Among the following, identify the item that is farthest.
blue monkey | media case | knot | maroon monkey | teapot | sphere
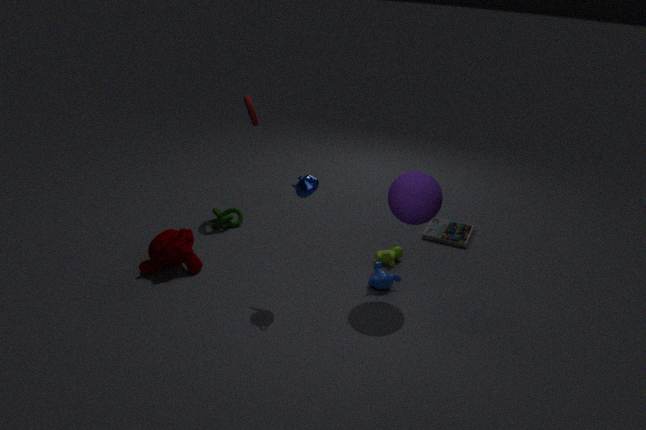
media case
